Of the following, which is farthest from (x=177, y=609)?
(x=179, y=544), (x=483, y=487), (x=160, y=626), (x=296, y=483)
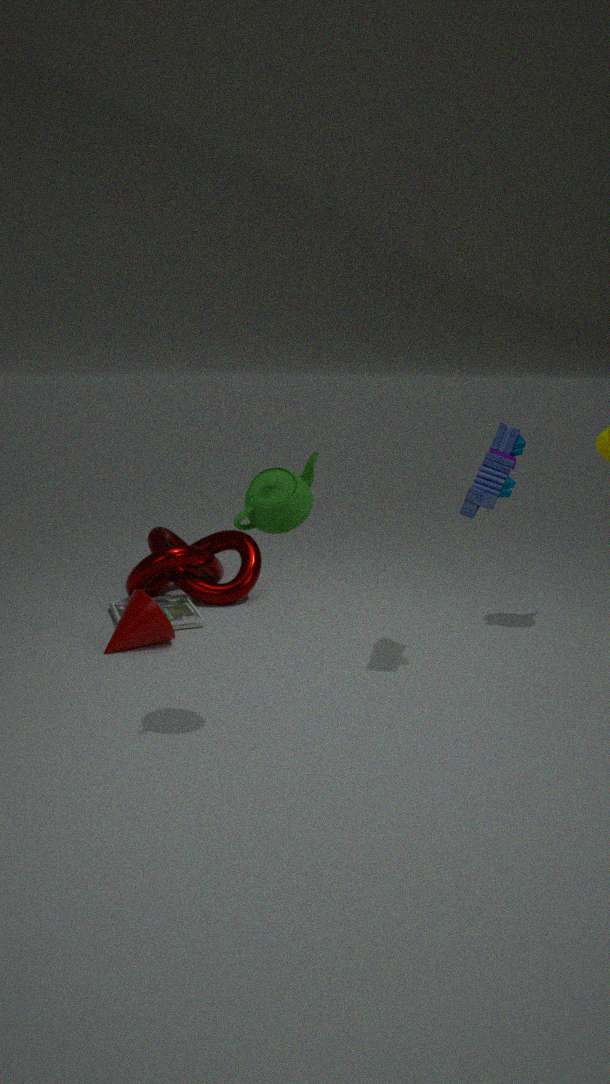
(x=483, y=487)
